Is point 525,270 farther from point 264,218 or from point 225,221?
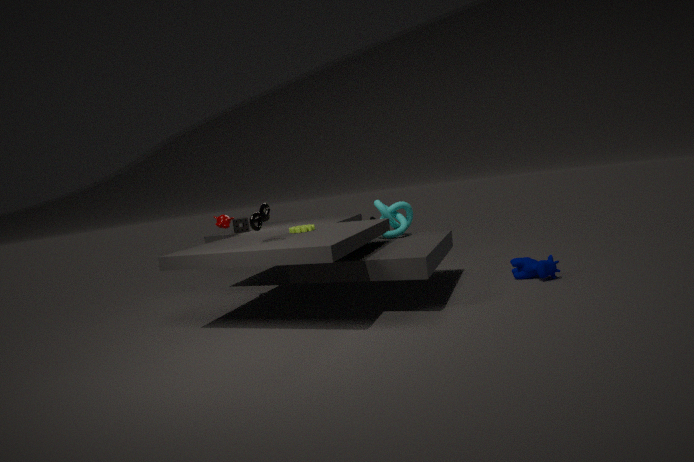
point 225,221
